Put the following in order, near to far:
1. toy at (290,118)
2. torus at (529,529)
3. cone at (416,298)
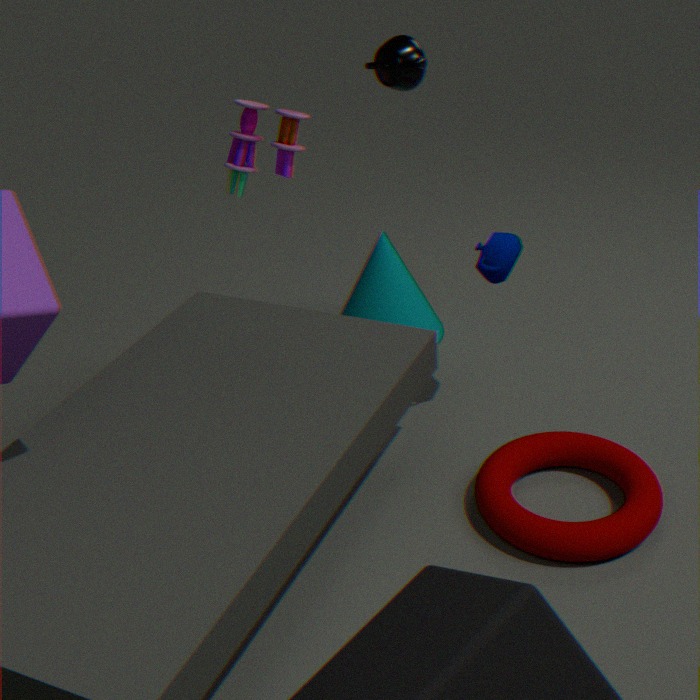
torus at (529,529) < toy at (290,118) < cone at (416,298)
